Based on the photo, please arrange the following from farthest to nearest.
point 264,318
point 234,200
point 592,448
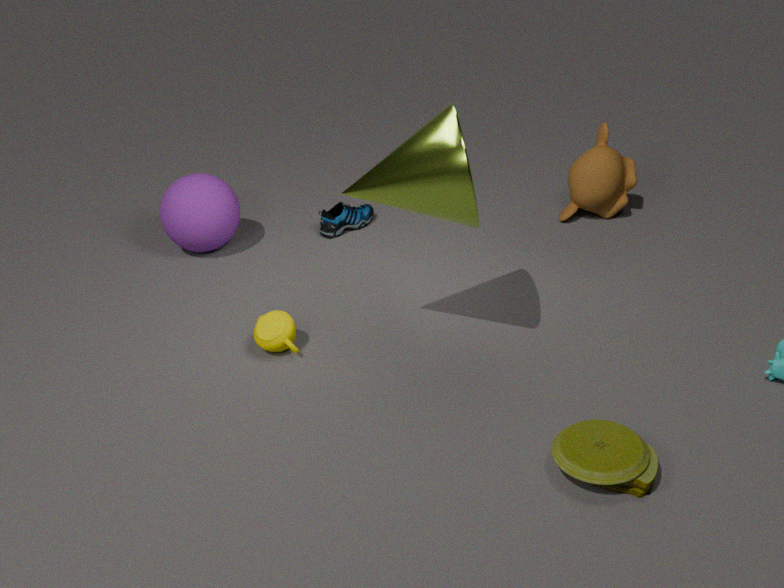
point 234,200
point 264,318
point 592,448
